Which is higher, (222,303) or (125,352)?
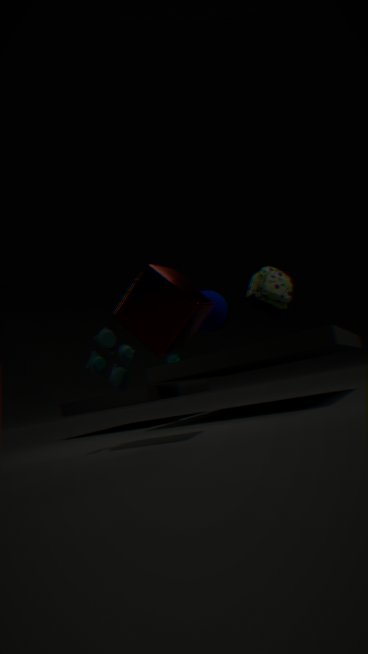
(222,303)
